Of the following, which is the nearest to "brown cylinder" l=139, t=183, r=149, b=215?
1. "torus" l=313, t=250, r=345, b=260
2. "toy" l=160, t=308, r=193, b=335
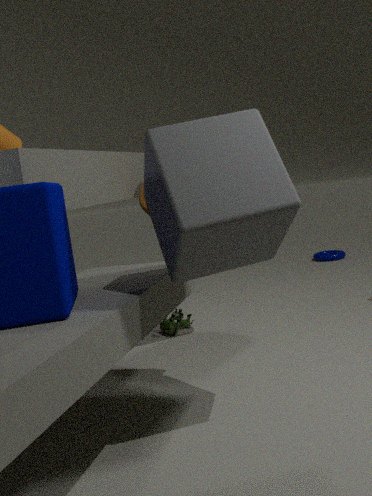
"toy" l=160, t=308, r=193, b=335
